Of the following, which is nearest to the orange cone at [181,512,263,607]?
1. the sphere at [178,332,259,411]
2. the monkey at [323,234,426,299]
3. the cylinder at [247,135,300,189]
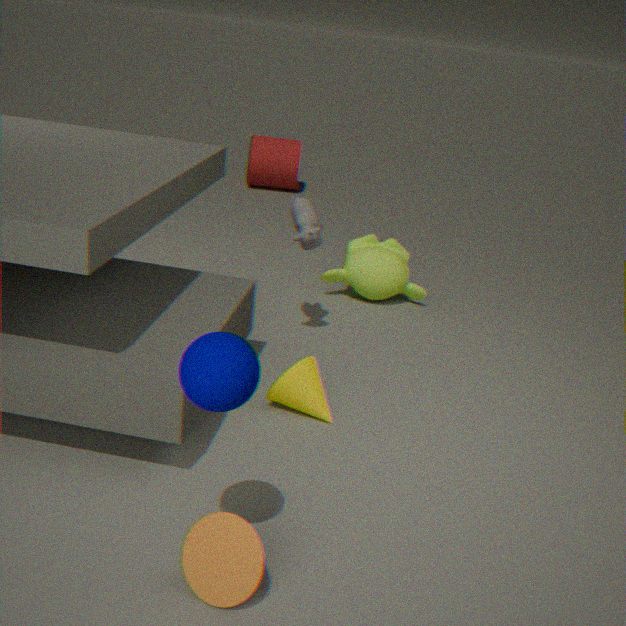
the sphere at [178,332,259,411]
